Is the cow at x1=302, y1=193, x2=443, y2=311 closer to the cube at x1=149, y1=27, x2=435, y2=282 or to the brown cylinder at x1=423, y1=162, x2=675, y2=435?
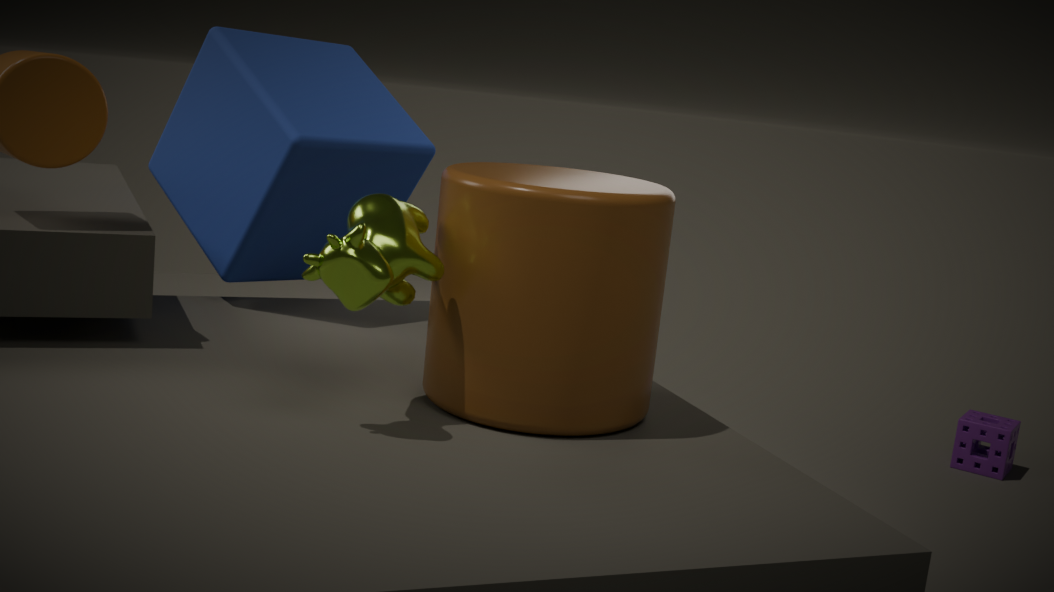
the brown cylinder at x1=423, y1=162, x2=675, y2=435
